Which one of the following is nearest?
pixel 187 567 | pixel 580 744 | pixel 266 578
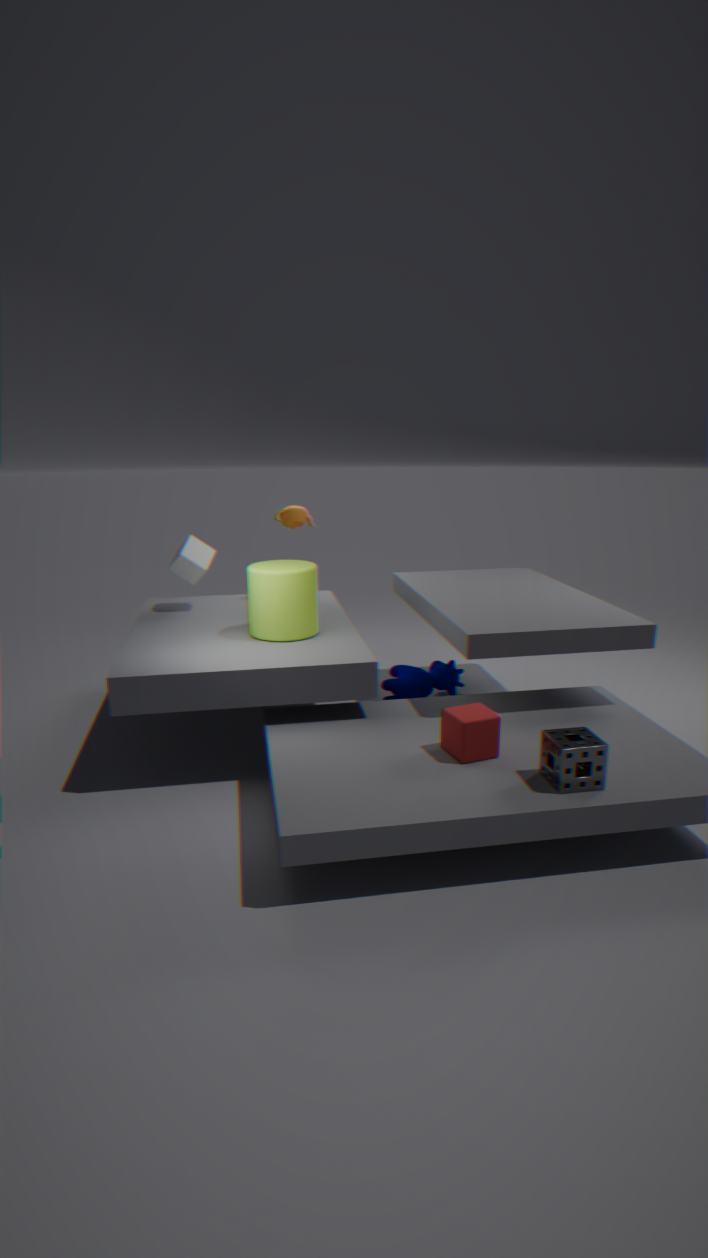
pixel 580 744
